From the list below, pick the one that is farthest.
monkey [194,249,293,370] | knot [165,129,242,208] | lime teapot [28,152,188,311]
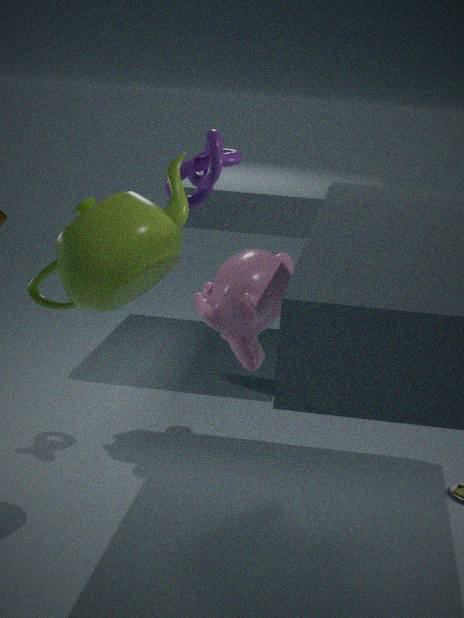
monkey [194,249,293,370]
